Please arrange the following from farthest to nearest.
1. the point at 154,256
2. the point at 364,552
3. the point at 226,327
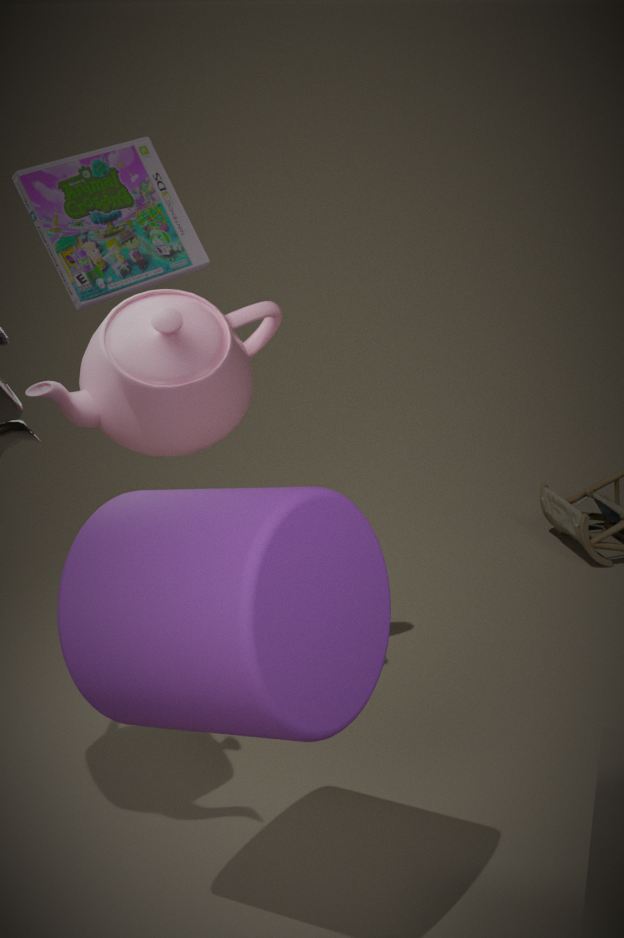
the point at 226,327 → the point at 154,256 → the point at 364,552
